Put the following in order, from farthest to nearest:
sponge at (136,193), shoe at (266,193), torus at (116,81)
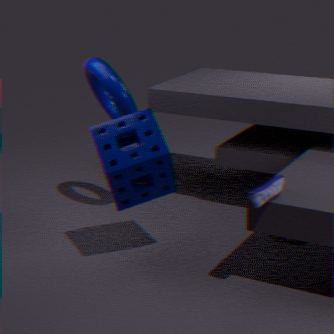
torus at (116,81)
sponge at (136,193)
shoe at (266,193)
